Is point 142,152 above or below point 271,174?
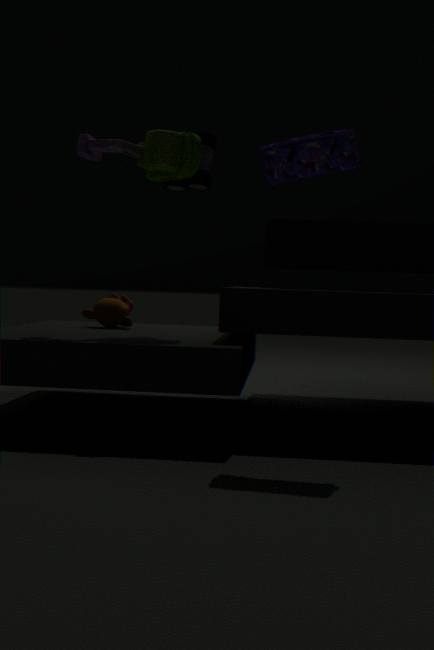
above
